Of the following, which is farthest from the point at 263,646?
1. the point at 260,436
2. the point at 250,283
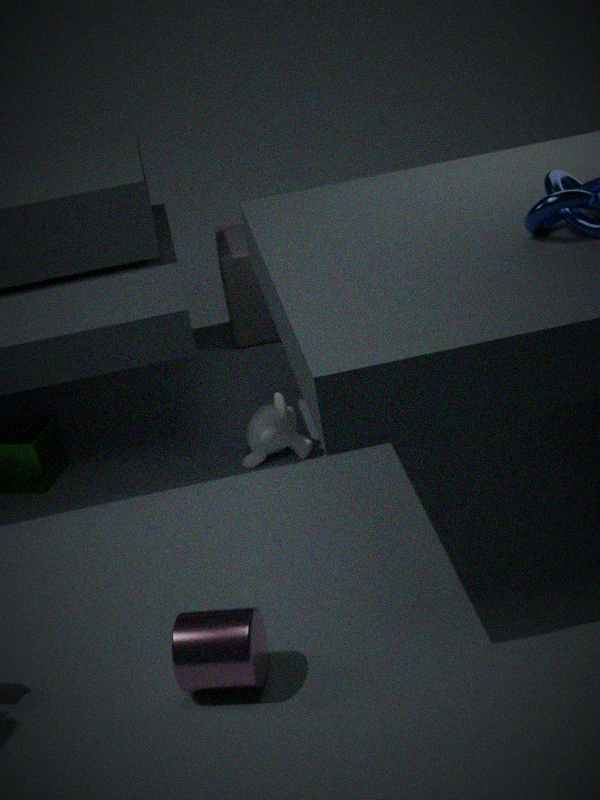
the point at 250,283
